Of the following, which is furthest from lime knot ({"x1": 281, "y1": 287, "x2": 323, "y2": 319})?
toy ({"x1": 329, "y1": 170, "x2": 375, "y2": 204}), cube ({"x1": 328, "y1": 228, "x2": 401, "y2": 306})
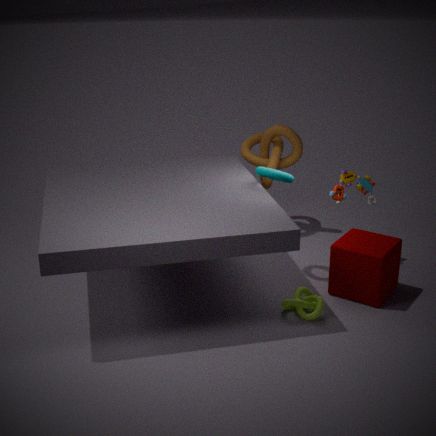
toy ({"x1": 329, "y1": 170, "x2": 375, "y2": 204})
